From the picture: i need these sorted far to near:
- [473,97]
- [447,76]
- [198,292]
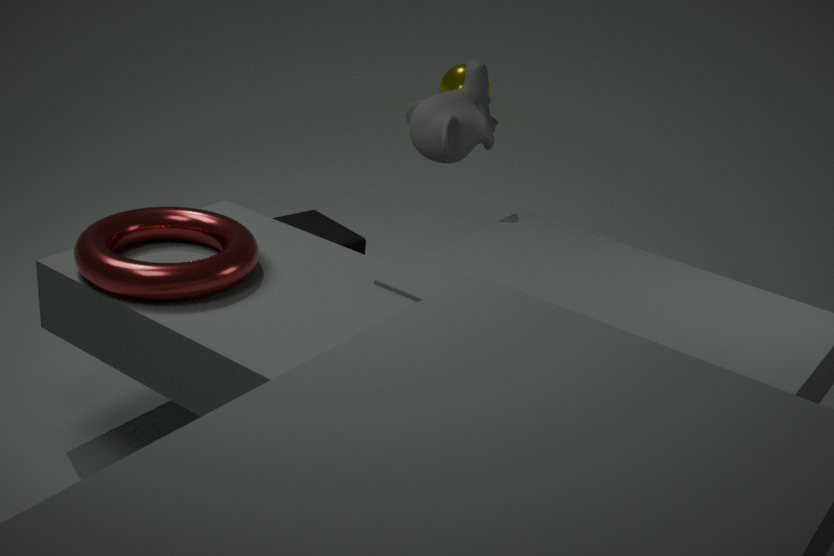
1. [447,76]
2. [473,97]
3. [198,292]
